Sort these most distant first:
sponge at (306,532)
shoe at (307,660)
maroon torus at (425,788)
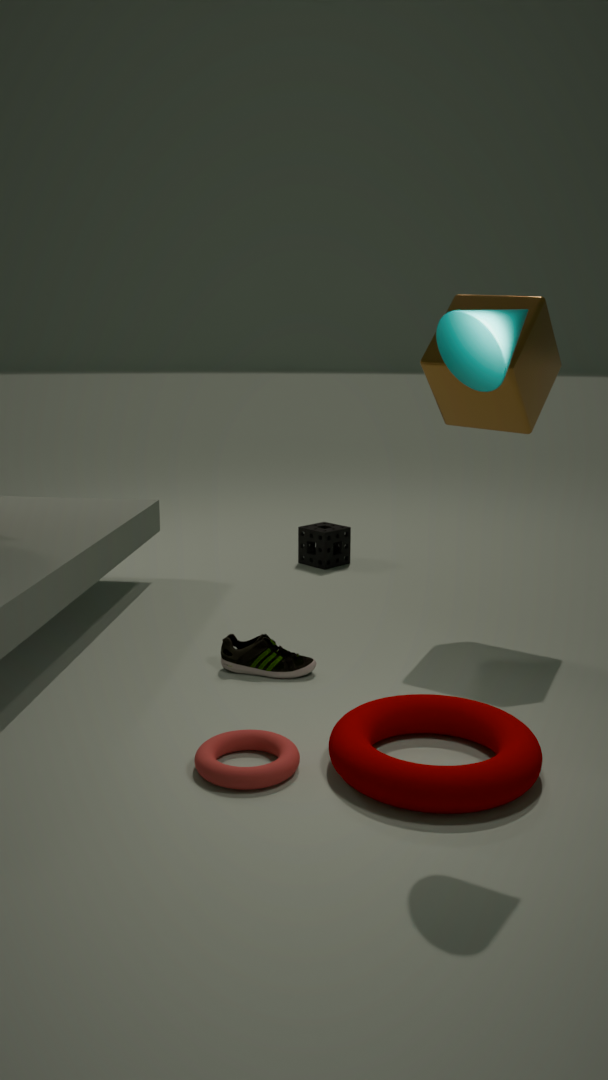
1. sponge at (306,532)
2. shoe at (307,660)
3. maroon torus at (425,788)
